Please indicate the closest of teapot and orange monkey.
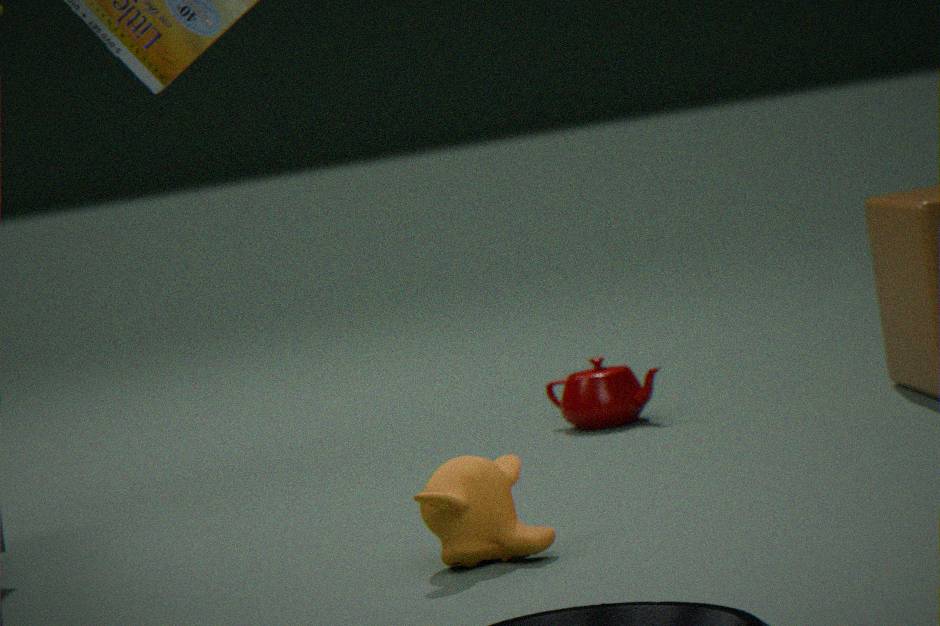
orange monkey
